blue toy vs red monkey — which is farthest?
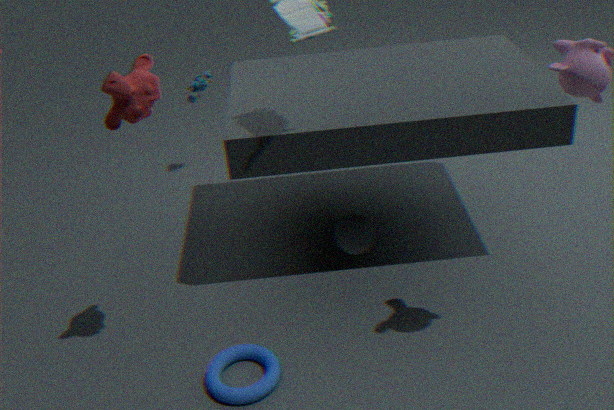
blue toy
